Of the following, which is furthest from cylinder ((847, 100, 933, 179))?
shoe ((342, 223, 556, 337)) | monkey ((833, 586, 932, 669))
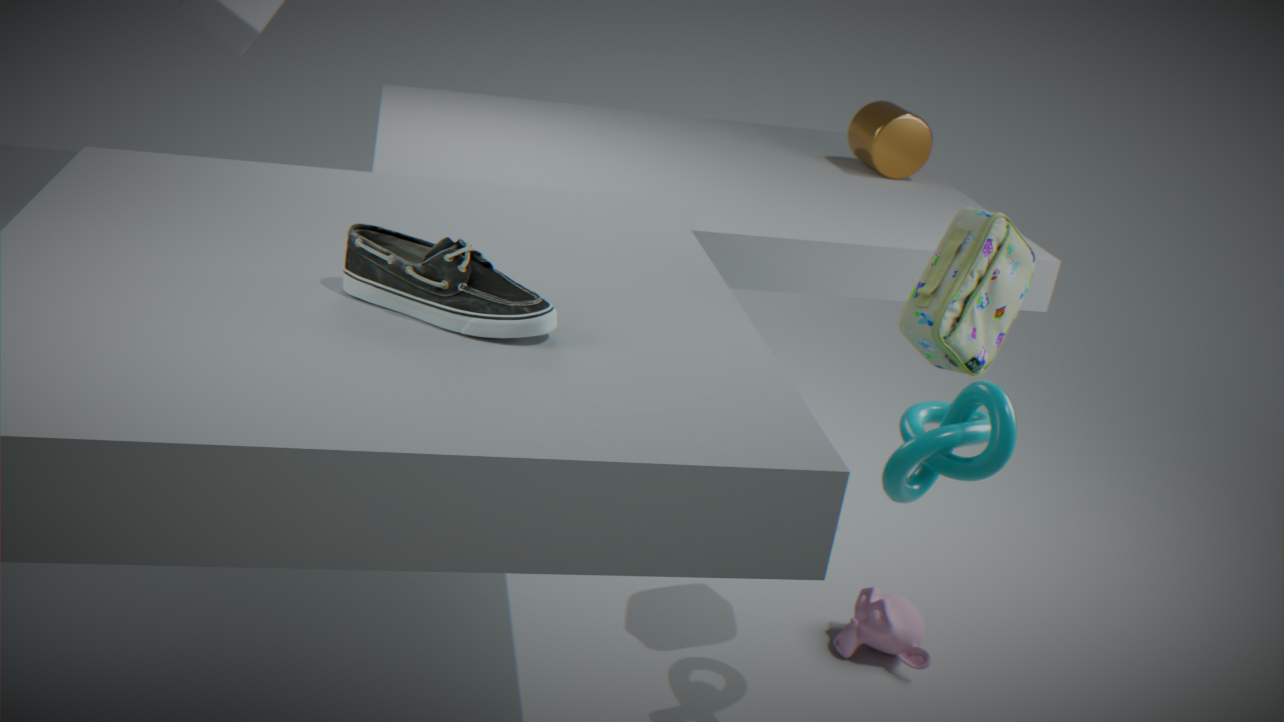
shoe ((342, 223, 556, 337))
